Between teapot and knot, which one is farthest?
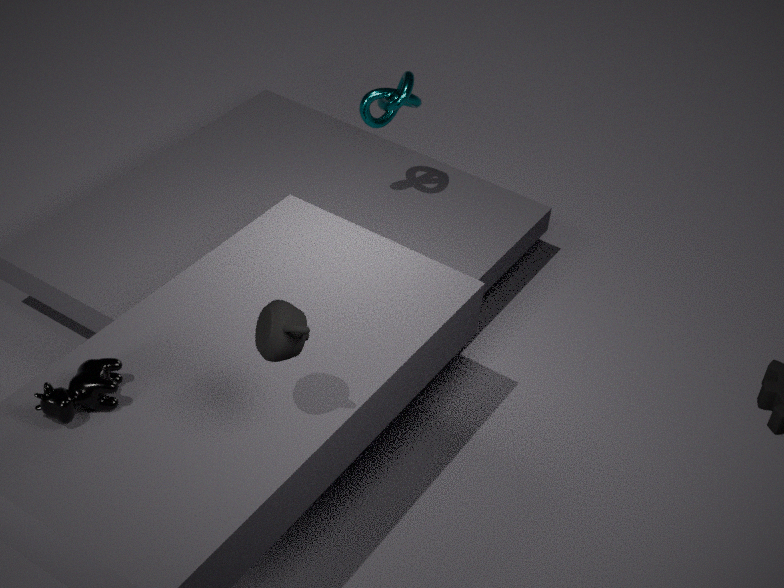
knot
